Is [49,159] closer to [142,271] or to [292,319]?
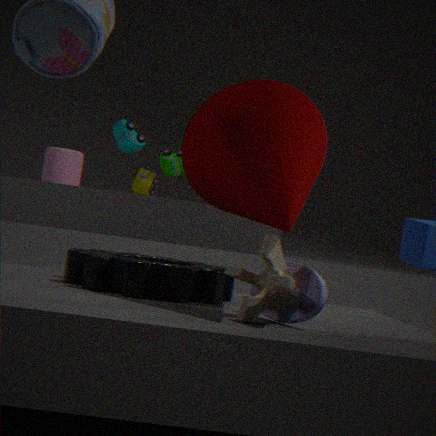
[142,271]
